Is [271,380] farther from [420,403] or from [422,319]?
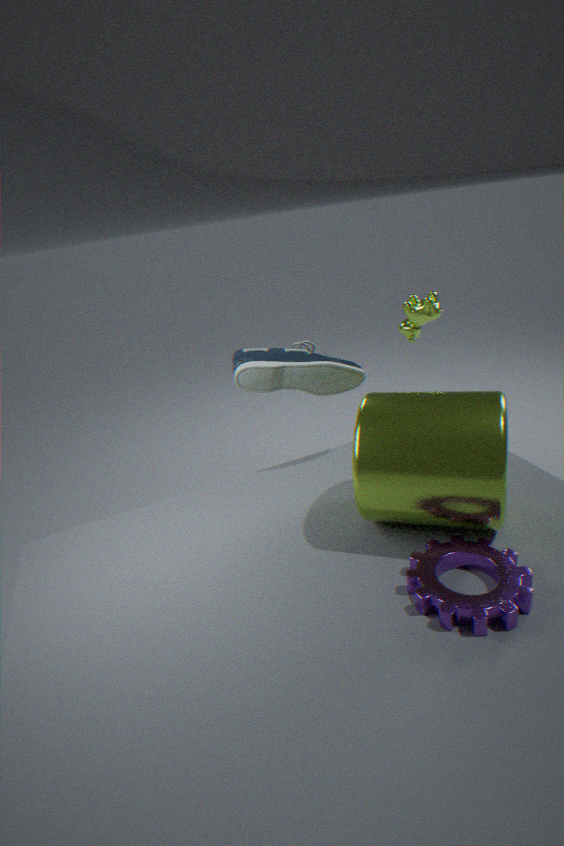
[422,319]
